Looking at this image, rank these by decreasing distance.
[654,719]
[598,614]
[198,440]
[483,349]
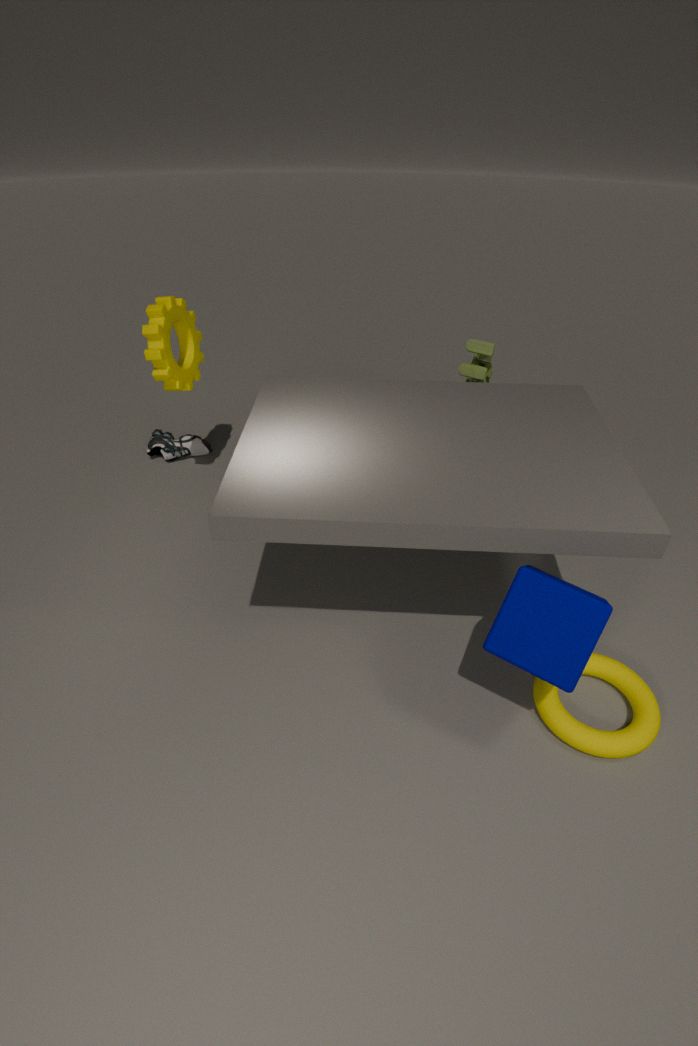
1. [198,440]
2. [483,349]
3. [654,719]
4. [598,614]
